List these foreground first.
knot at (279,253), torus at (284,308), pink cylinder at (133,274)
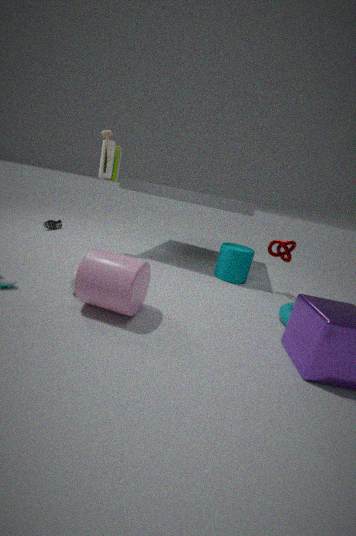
1. pink cylinder at (133,274)
2. torus at (284,308)
3. knot at (279,253)
